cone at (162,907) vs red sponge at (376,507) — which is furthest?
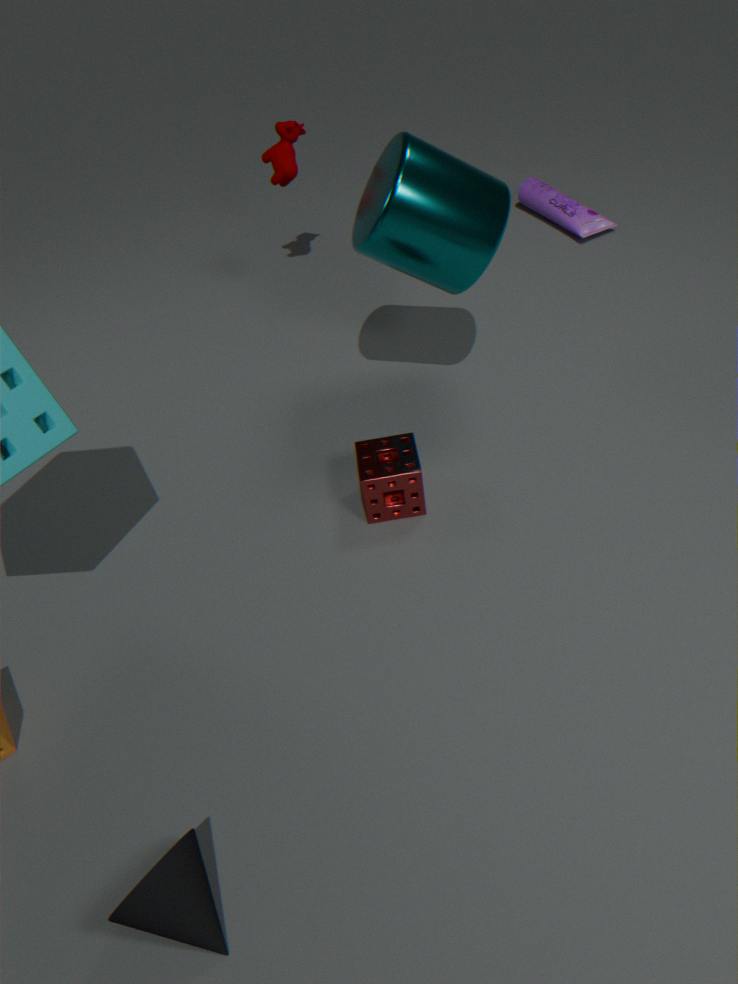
red sponge at (376,507)
